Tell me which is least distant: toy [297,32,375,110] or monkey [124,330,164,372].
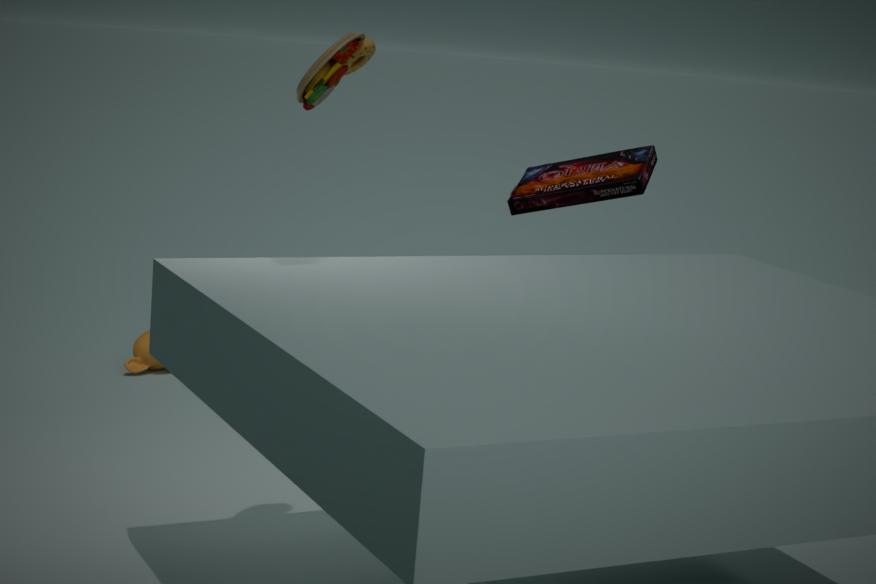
toy [297,32,375,110]
